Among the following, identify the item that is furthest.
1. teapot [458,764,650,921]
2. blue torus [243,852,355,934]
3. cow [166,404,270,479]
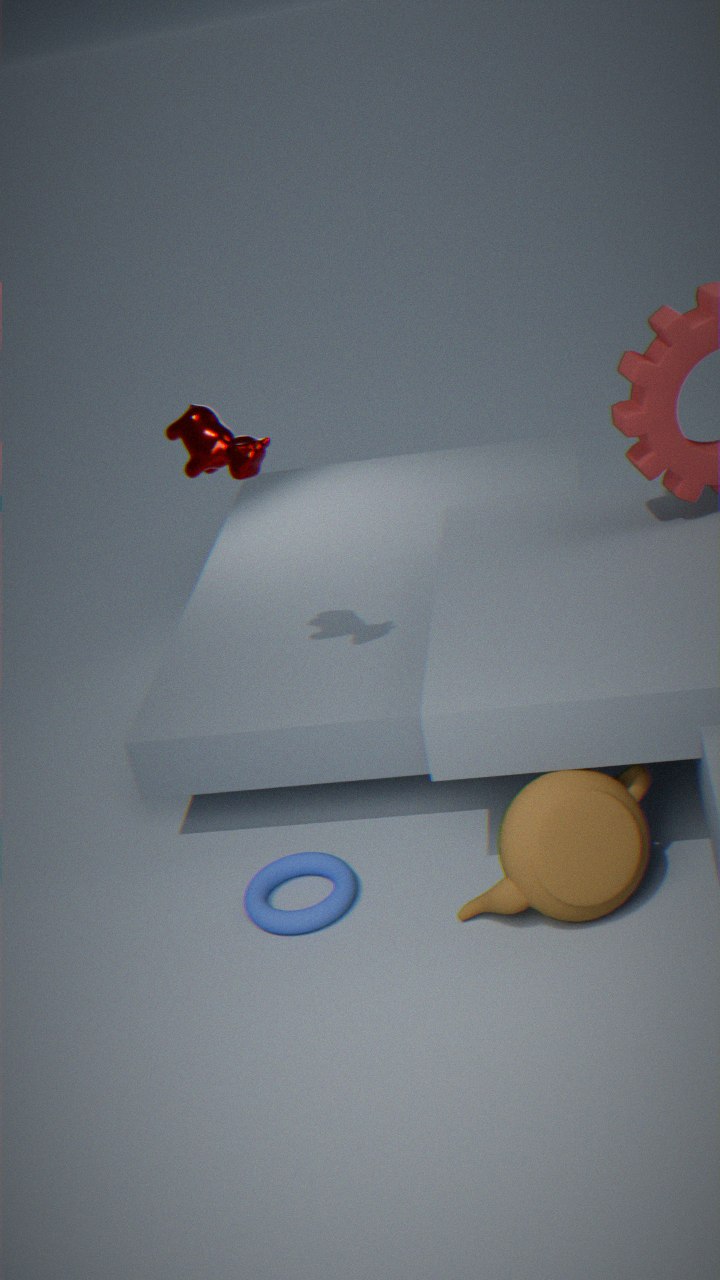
blue torus [243,852,355,934]
